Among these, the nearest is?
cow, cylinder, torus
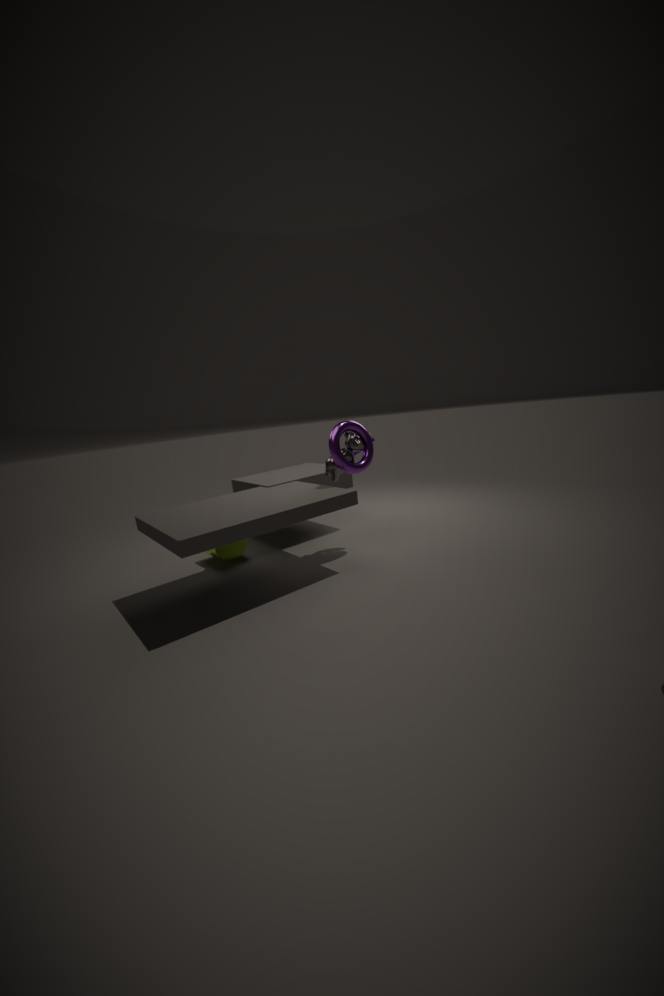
torus
